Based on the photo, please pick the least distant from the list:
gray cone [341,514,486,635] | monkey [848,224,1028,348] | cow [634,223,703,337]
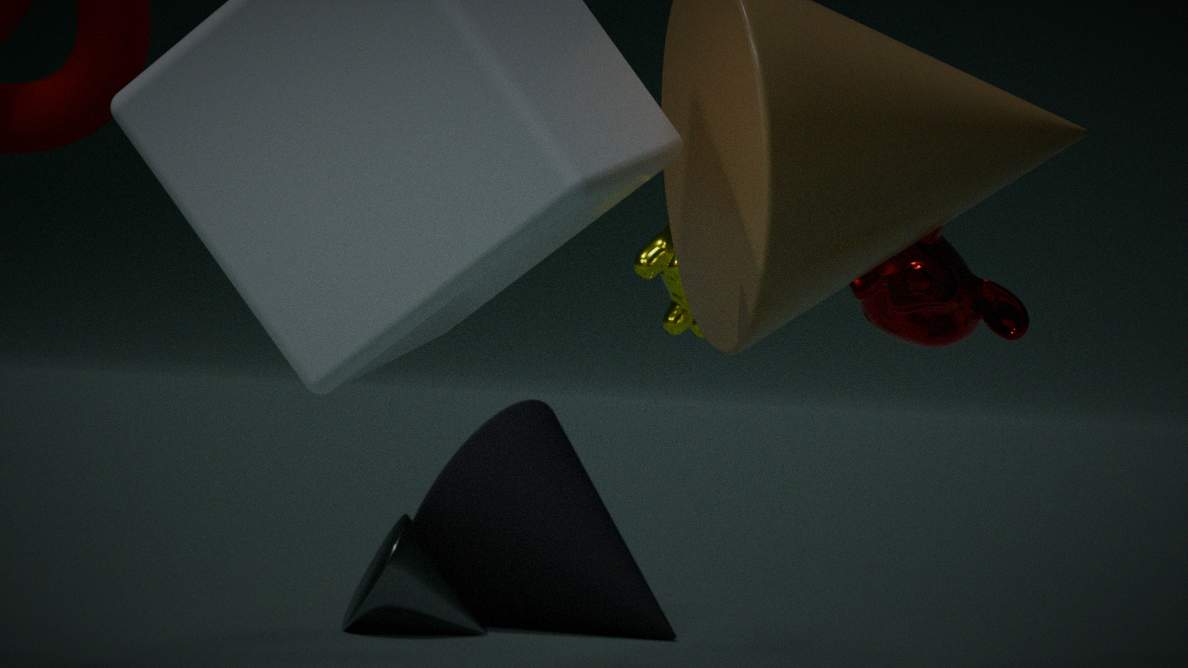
monkey [848,224,1028,348]
